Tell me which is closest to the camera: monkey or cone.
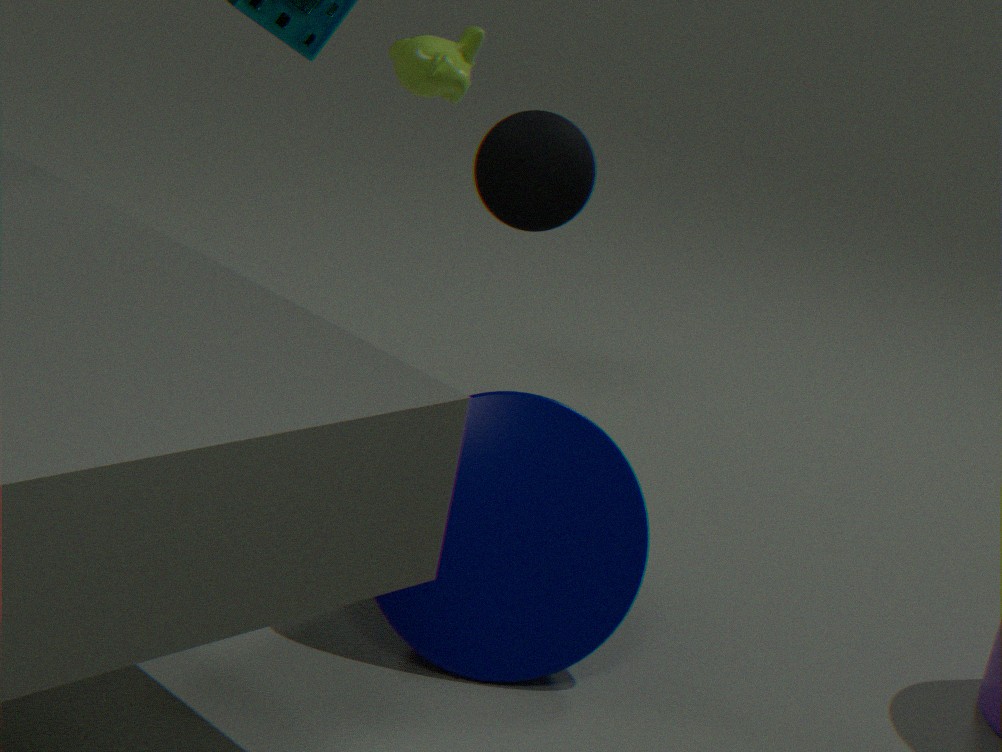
cone
